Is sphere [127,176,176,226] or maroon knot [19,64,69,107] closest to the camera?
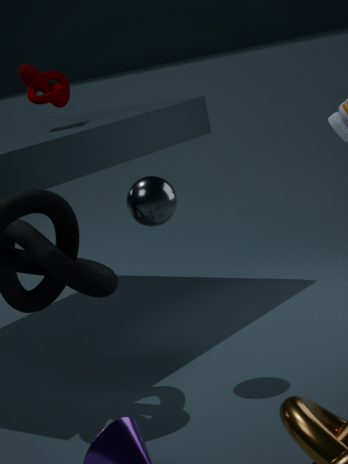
sphere [127,176,176,226]
